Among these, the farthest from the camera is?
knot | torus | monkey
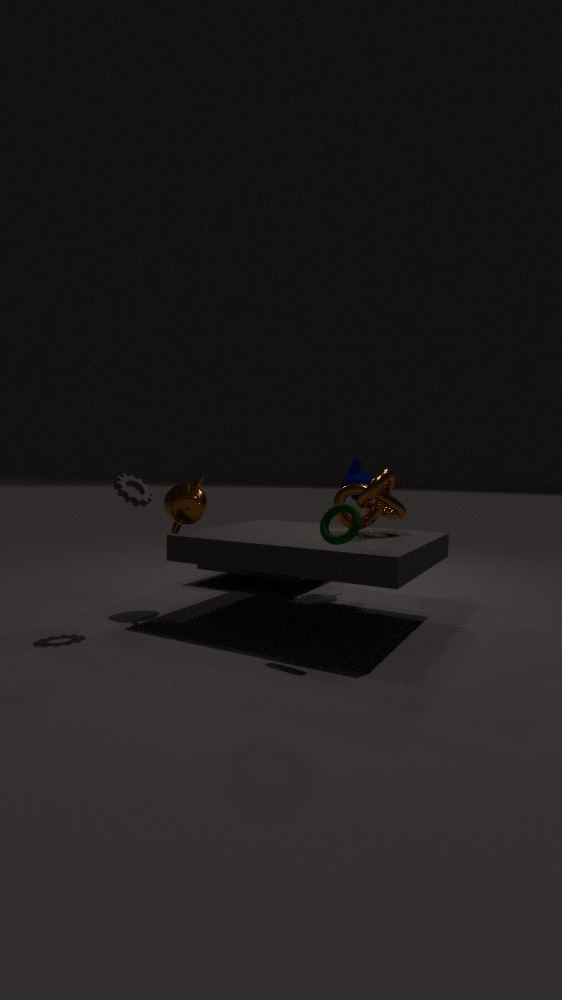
monkey
